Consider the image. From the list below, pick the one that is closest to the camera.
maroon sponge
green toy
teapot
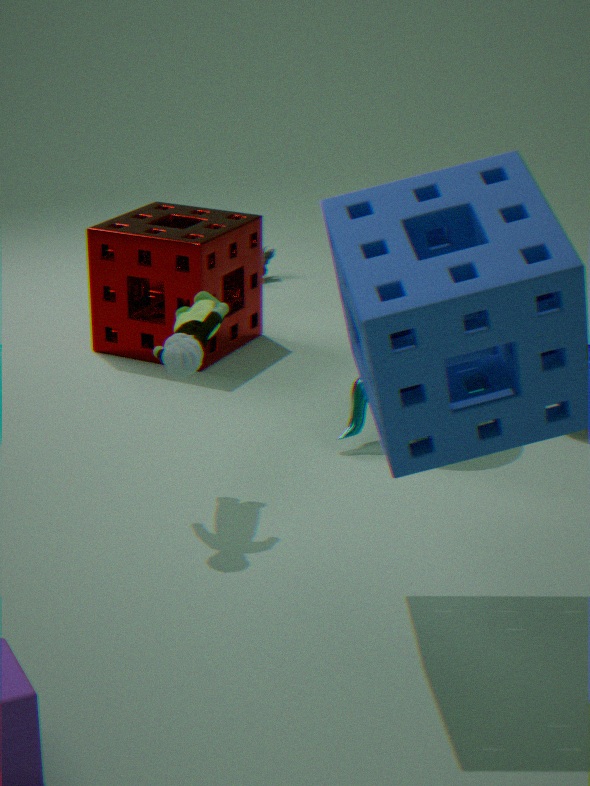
green toy
